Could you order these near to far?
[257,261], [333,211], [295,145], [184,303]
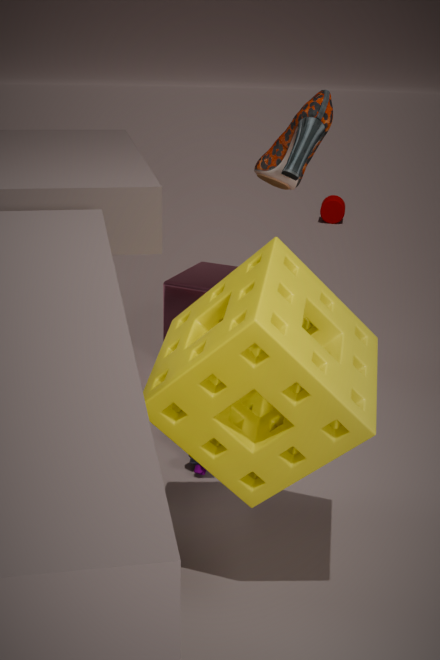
[257,261], [295,145], [184,303], [333,211]
